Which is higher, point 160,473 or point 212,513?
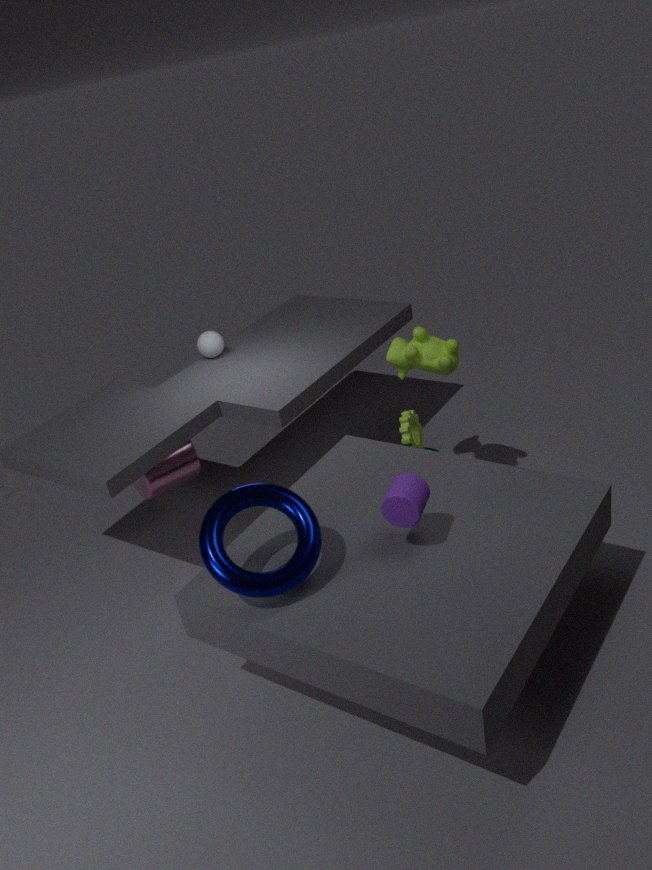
point 212,513
